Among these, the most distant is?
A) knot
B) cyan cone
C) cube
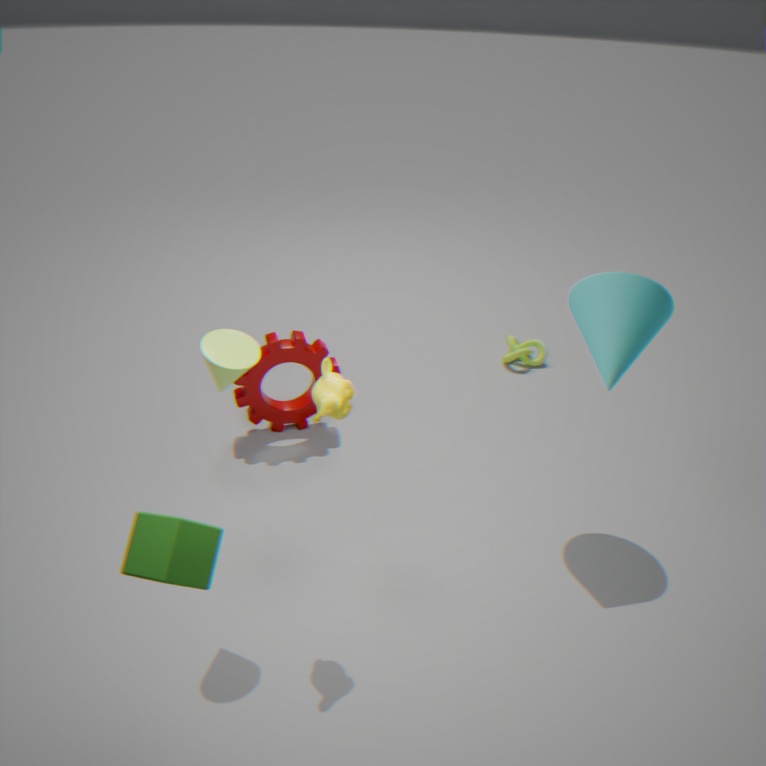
knot
